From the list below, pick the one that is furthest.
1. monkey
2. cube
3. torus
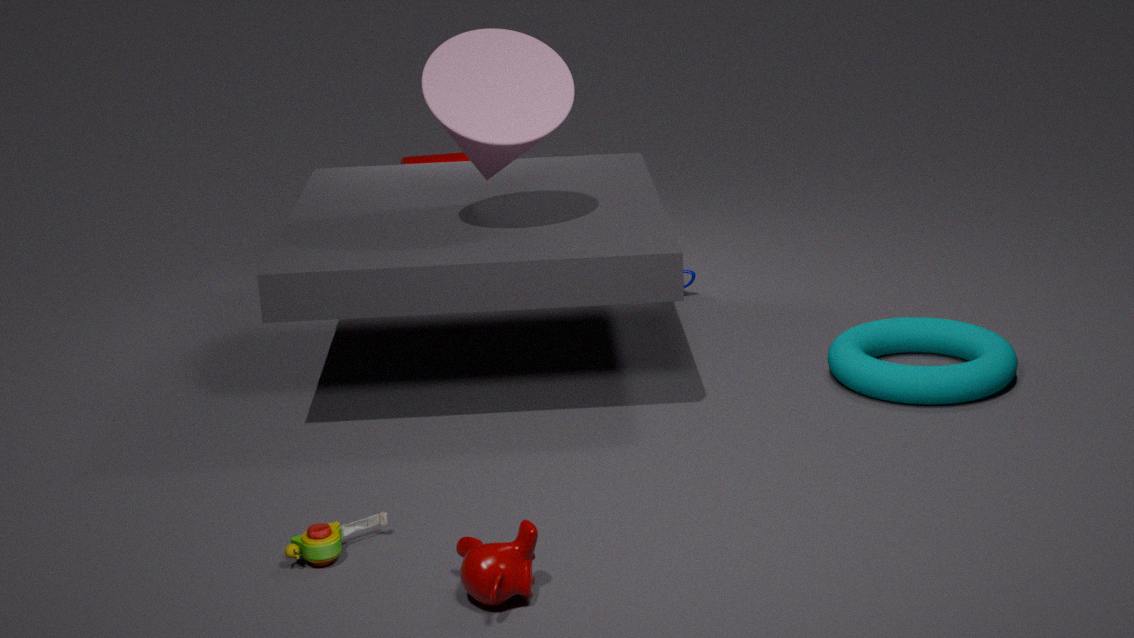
cube
